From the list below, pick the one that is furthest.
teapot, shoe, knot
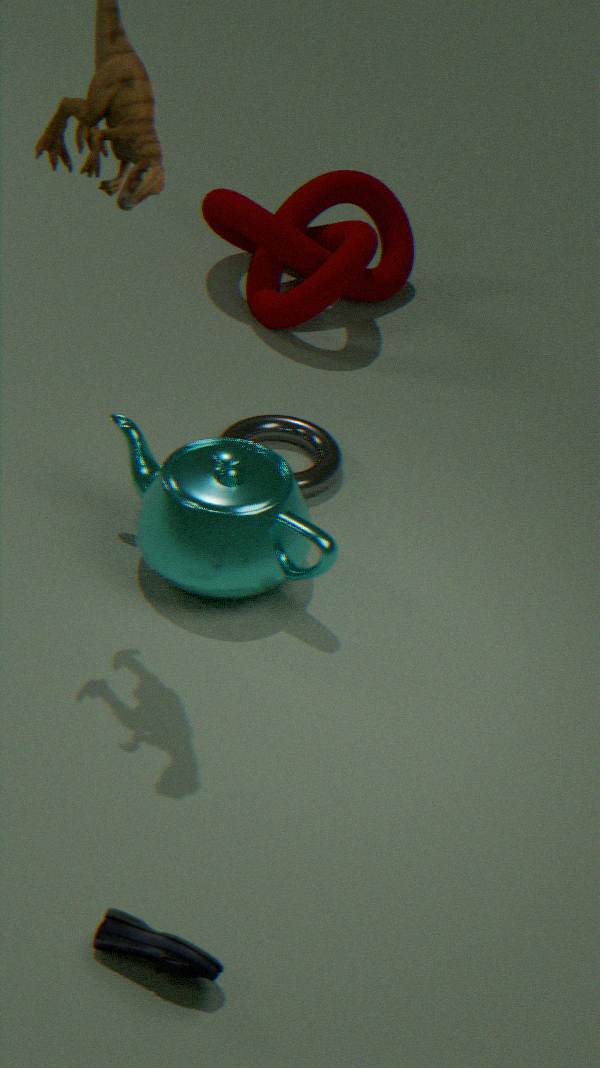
knot
